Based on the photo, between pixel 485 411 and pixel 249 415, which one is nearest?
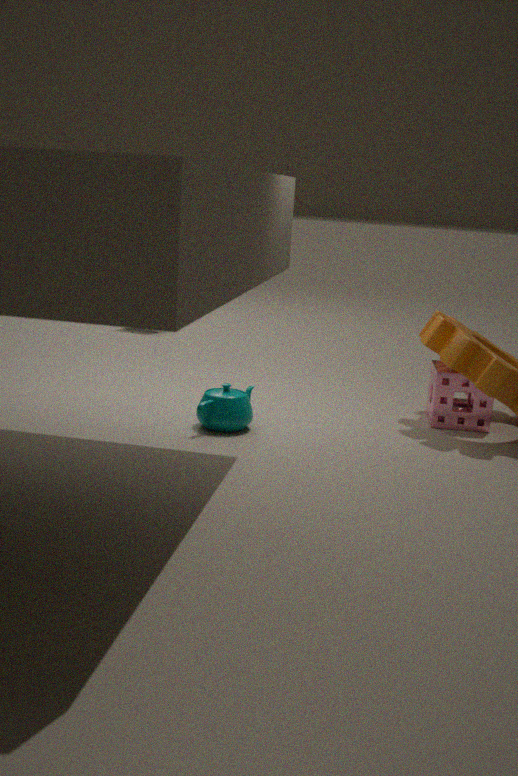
pixel 249 415
